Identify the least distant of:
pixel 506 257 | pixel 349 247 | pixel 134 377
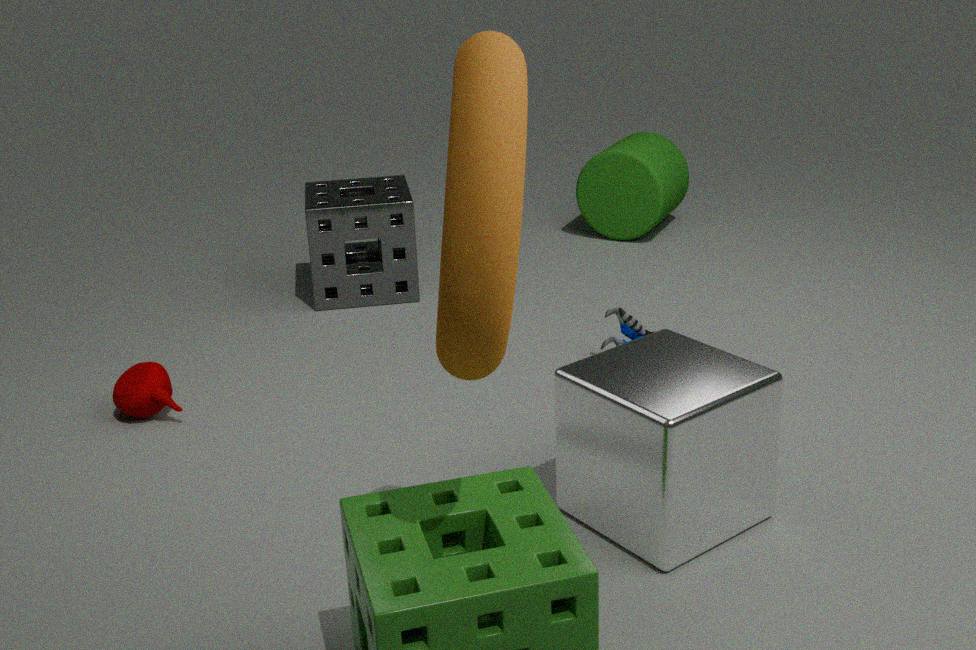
pixel 506 257
